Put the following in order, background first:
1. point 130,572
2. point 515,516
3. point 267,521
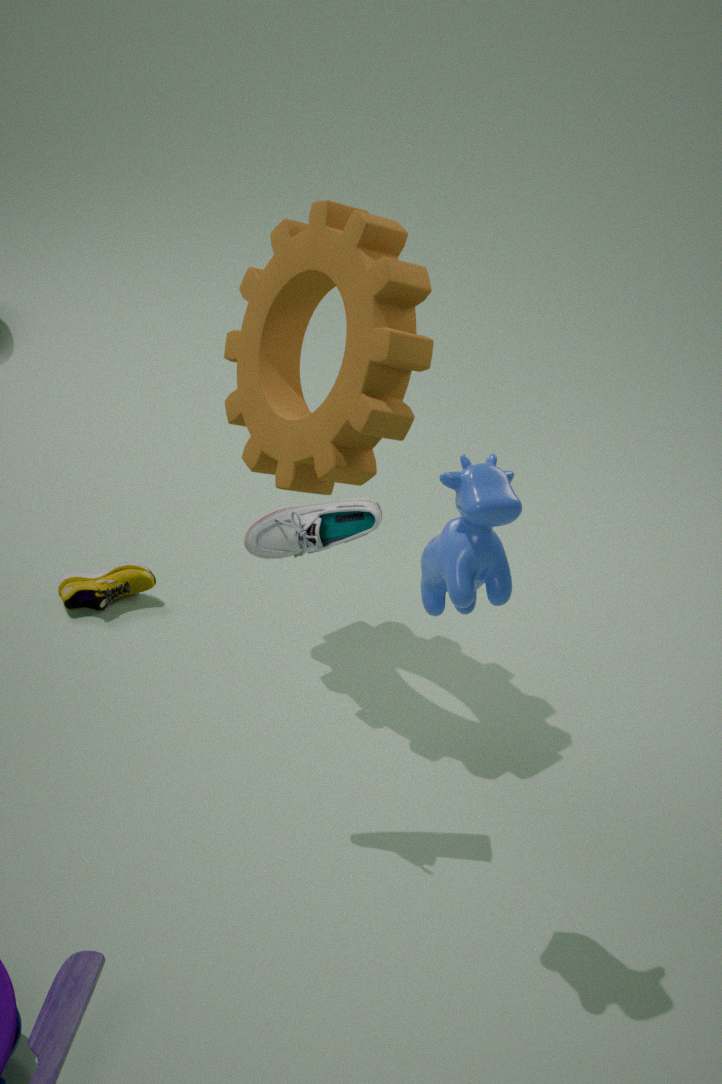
point 130,572 < point 267,521 < point 515,516
